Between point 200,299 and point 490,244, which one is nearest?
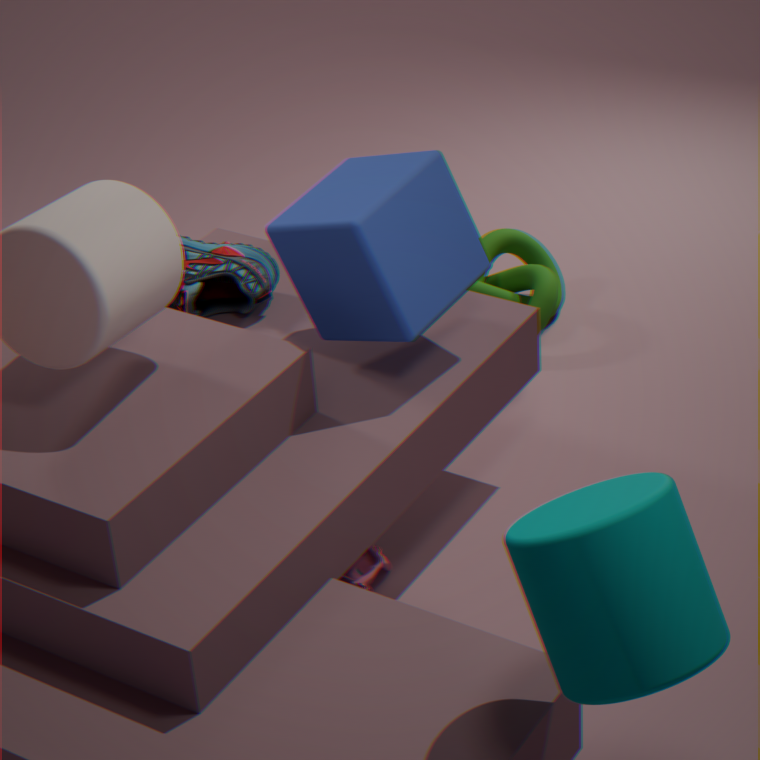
point 200,299
